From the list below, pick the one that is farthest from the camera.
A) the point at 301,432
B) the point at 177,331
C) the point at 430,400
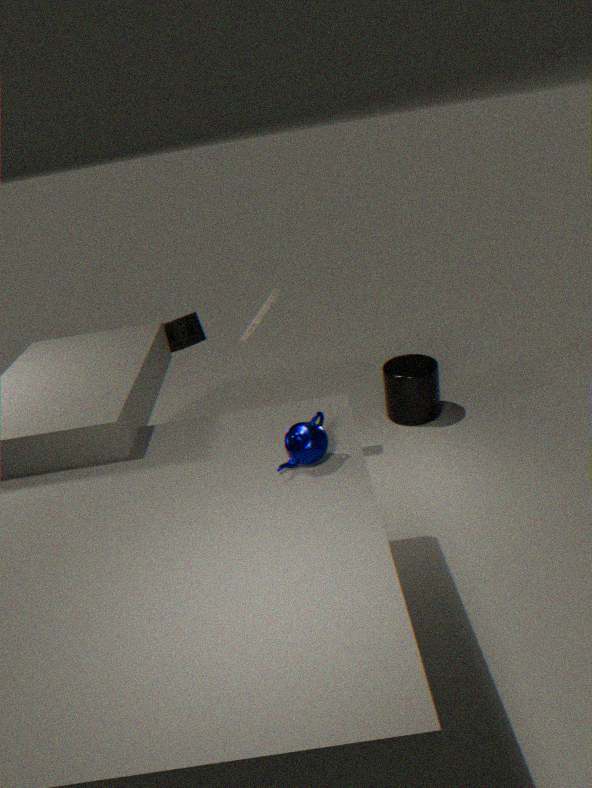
C. the point at 430,400
